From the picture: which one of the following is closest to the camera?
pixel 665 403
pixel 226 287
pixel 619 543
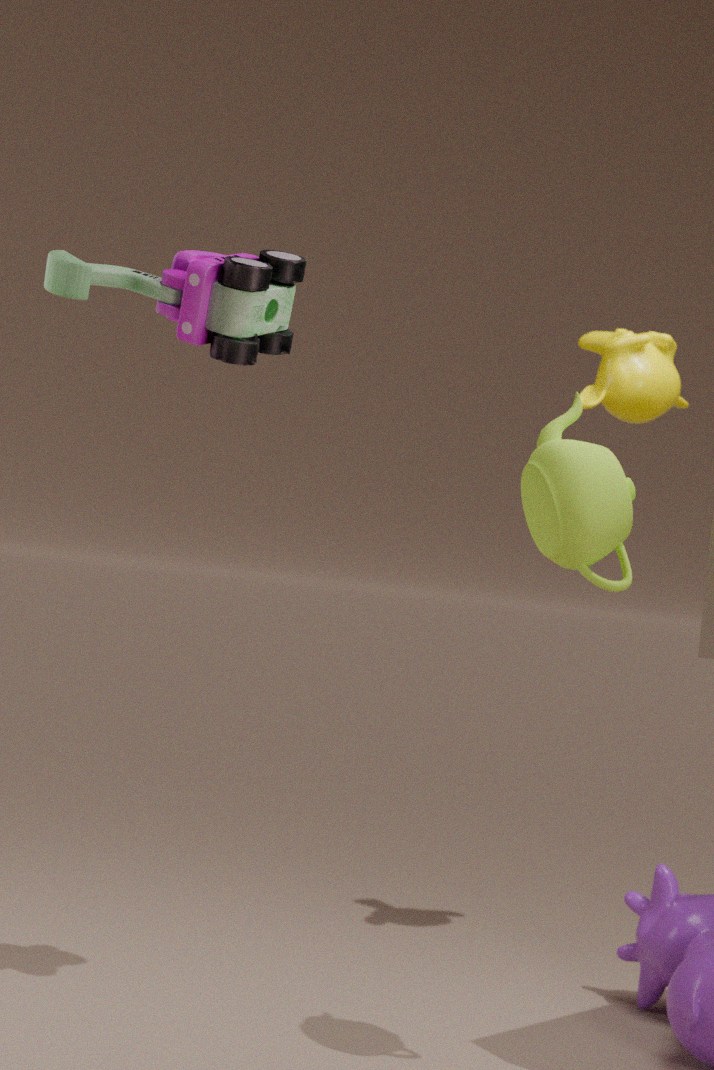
pixel 619 543
